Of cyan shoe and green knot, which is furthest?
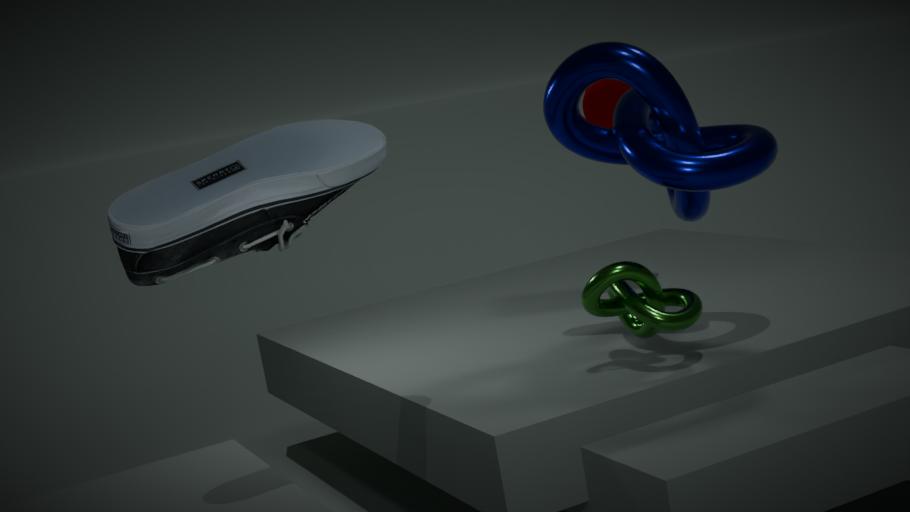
green knot
